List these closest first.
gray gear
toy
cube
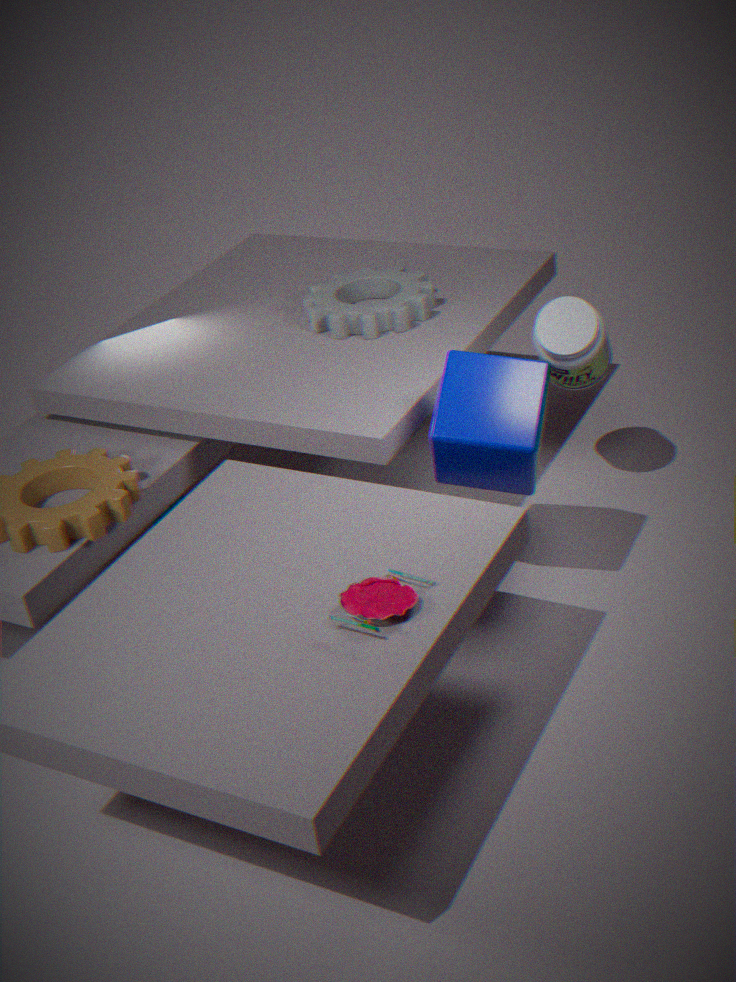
toy → cube → gray gear
